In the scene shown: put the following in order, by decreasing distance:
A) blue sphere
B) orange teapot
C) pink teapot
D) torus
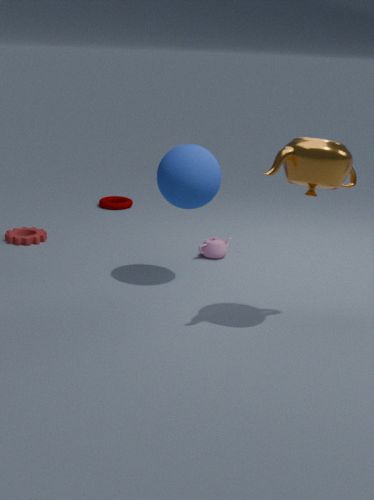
torus < pink teapot < blue sphere < orange teapot
